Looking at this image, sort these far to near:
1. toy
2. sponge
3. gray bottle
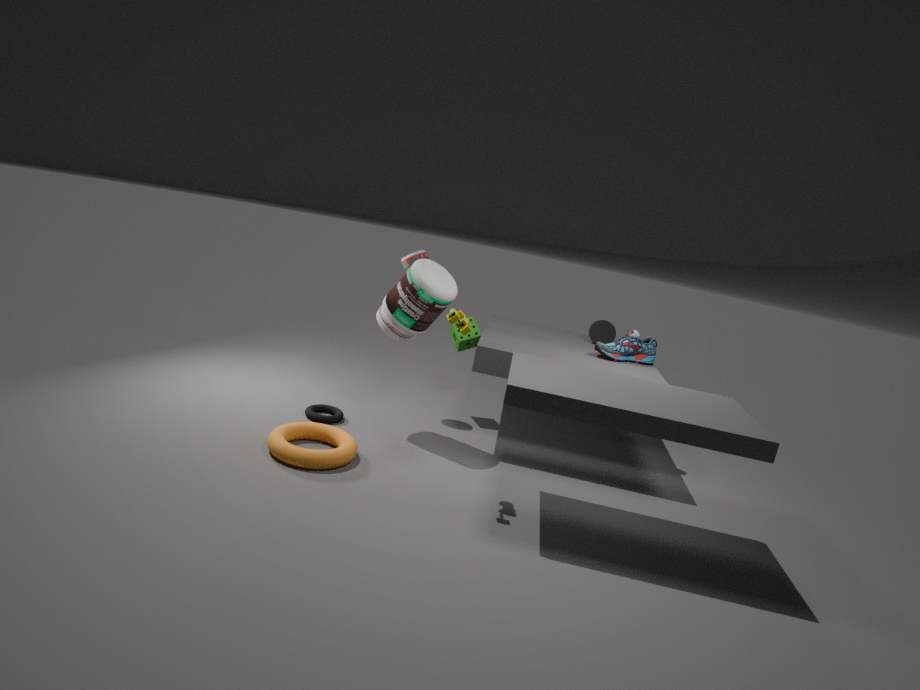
sponge
gray bottle
toy
